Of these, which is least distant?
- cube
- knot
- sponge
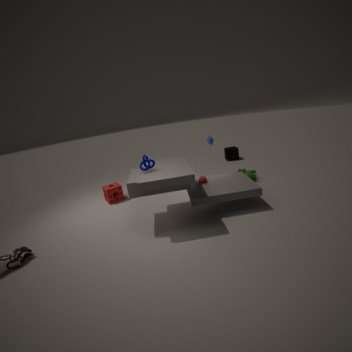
knot
